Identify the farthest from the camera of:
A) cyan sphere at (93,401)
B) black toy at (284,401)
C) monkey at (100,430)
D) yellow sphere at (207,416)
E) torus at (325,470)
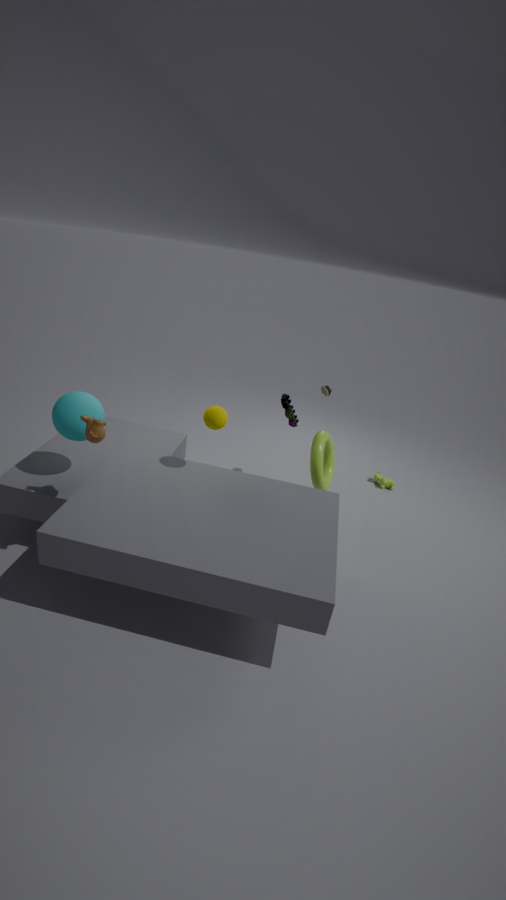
torus at (325,470)
